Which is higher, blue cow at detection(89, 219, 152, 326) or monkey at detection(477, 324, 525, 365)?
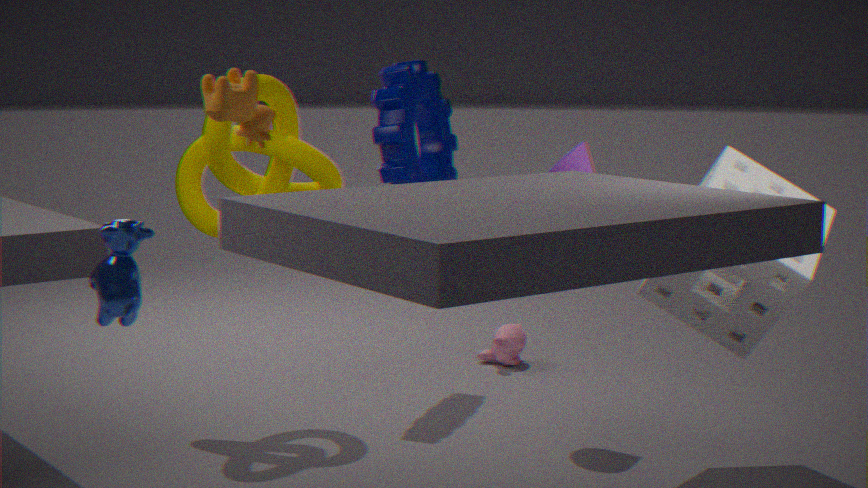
blue cow at detection(89, 219, 152, 326)
